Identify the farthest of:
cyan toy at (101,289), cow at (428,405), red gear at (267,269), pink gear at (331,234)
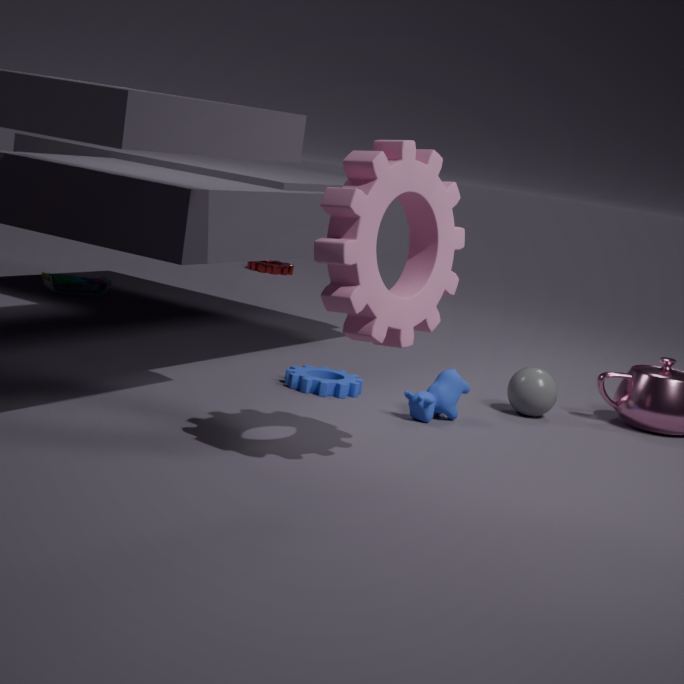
red gear at (267,269)
